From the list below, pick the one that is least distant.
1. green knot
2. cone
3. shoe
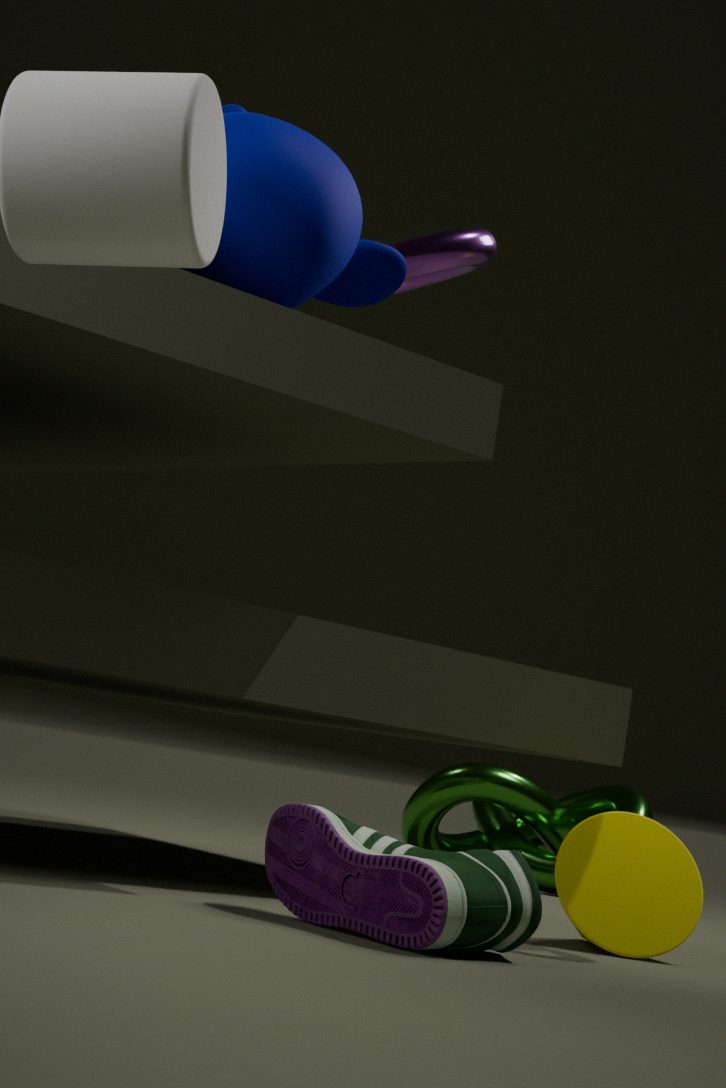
shoe
